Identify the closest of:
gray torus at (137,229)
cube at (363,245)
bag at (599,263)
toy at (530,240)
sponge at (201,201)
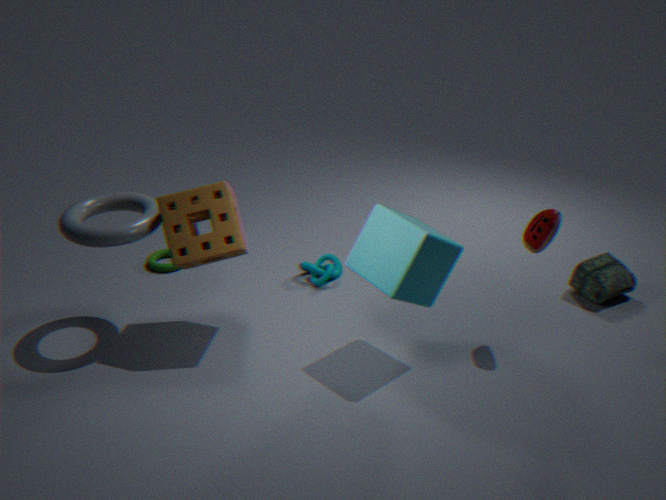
cube at (363,245)
